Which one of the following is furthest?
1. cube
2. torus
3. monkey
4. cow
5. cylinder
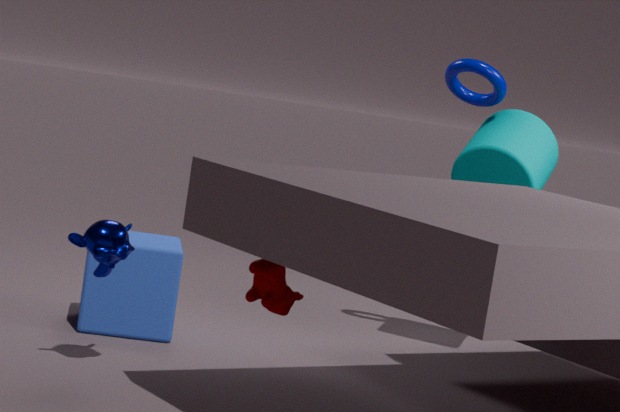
torus
